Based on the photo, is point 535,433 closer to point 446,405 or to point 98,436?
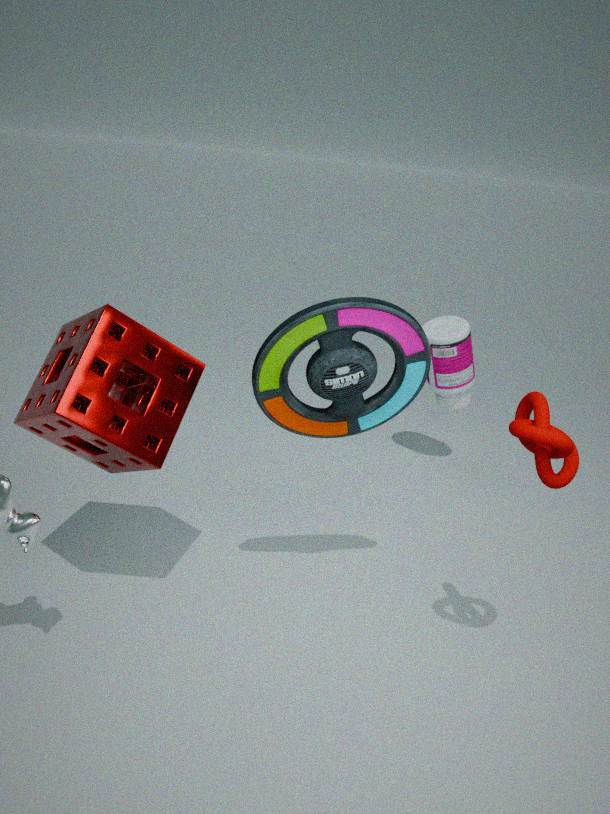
point 98,436
